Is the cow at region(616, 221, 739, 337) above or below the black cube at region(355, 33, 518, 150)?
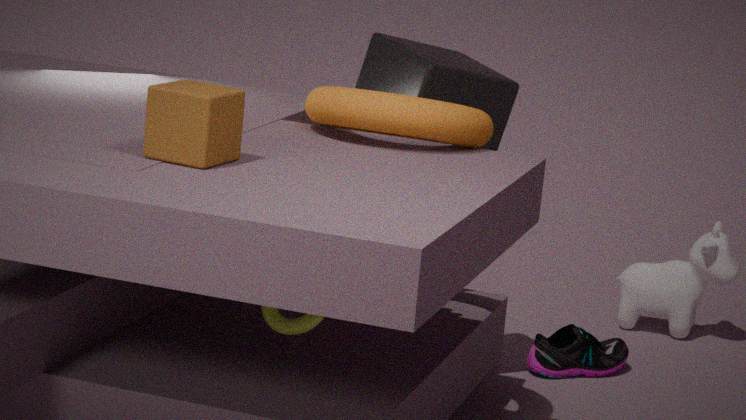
below
